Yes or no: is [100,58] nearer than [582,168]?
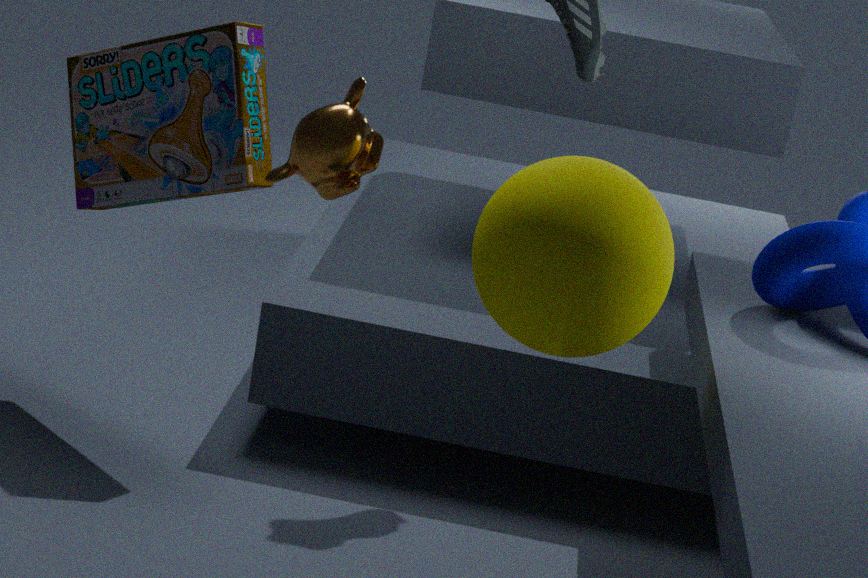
No
